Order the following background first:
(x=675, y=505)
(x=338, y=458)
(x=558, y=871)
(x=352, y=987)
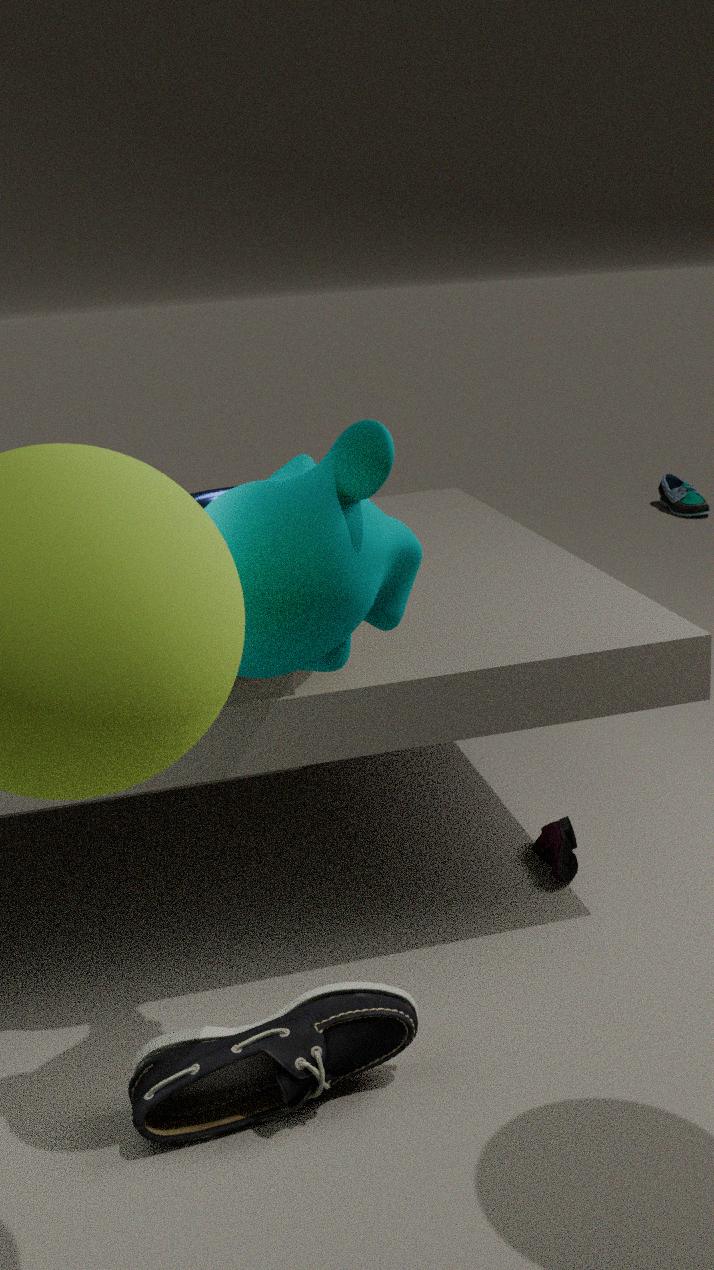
(x=675, y=505) → (x=558, y=871) → (x=352, y=987) → (x=338, y=458)
